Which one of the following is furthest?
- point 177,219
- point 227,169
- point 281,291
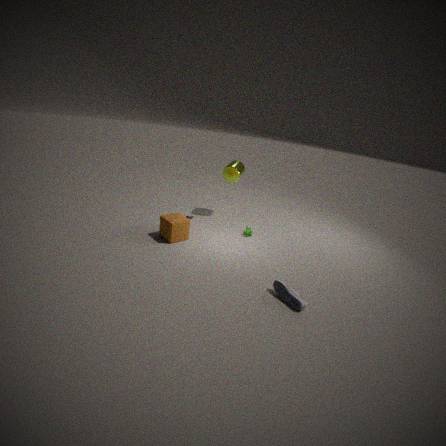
point 227,169
